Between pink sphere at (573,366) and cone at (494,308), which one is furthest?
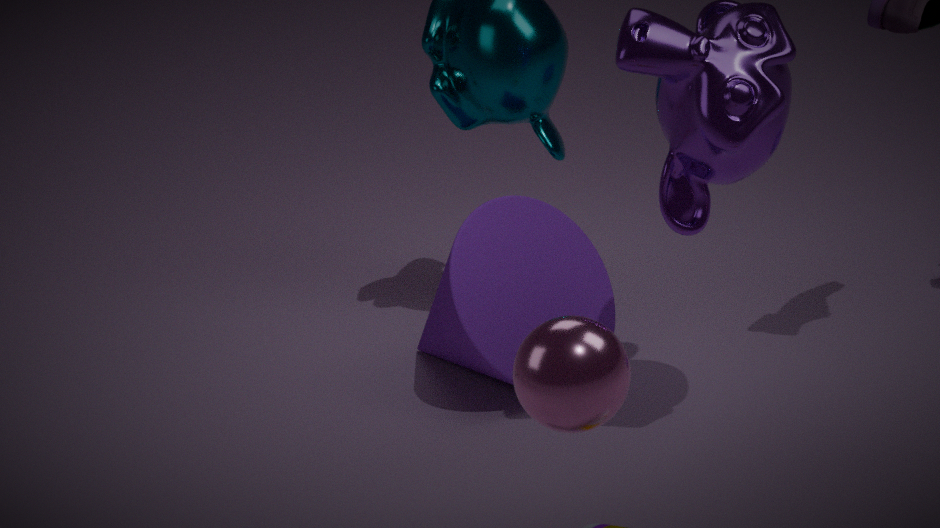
cone at (494,308)
